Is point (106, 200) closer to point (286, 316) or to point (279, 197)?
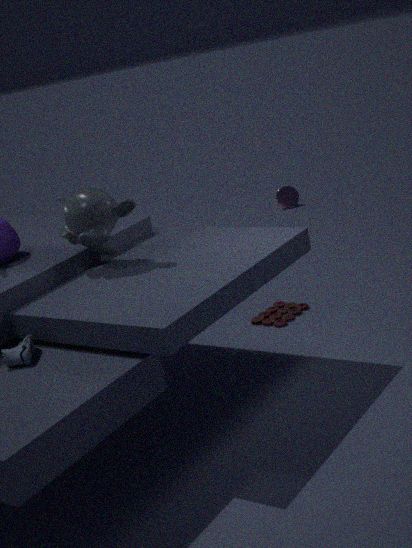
point (286, 316)
